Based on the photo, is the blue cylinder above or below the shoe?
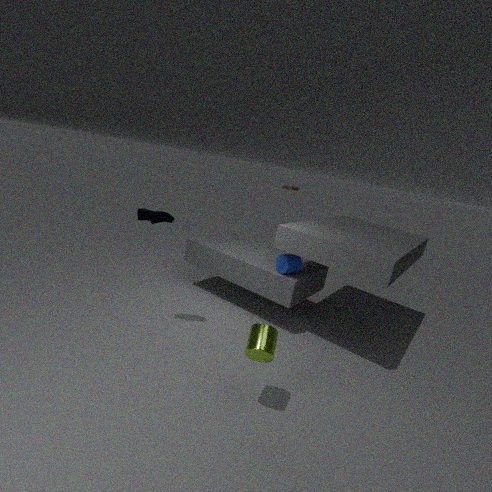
below
